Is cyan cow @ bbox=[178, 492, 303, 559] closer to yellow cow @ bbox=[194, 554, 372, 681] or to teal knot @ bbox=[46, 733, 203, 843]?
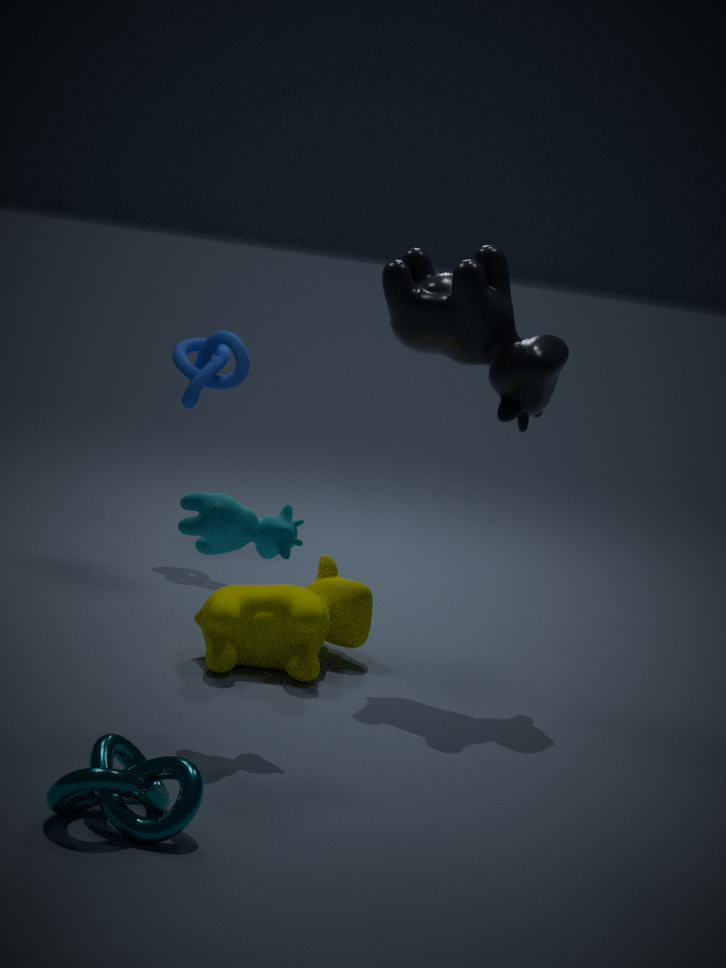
yellow cow @ bbox=[194, 554, 372, 681]
